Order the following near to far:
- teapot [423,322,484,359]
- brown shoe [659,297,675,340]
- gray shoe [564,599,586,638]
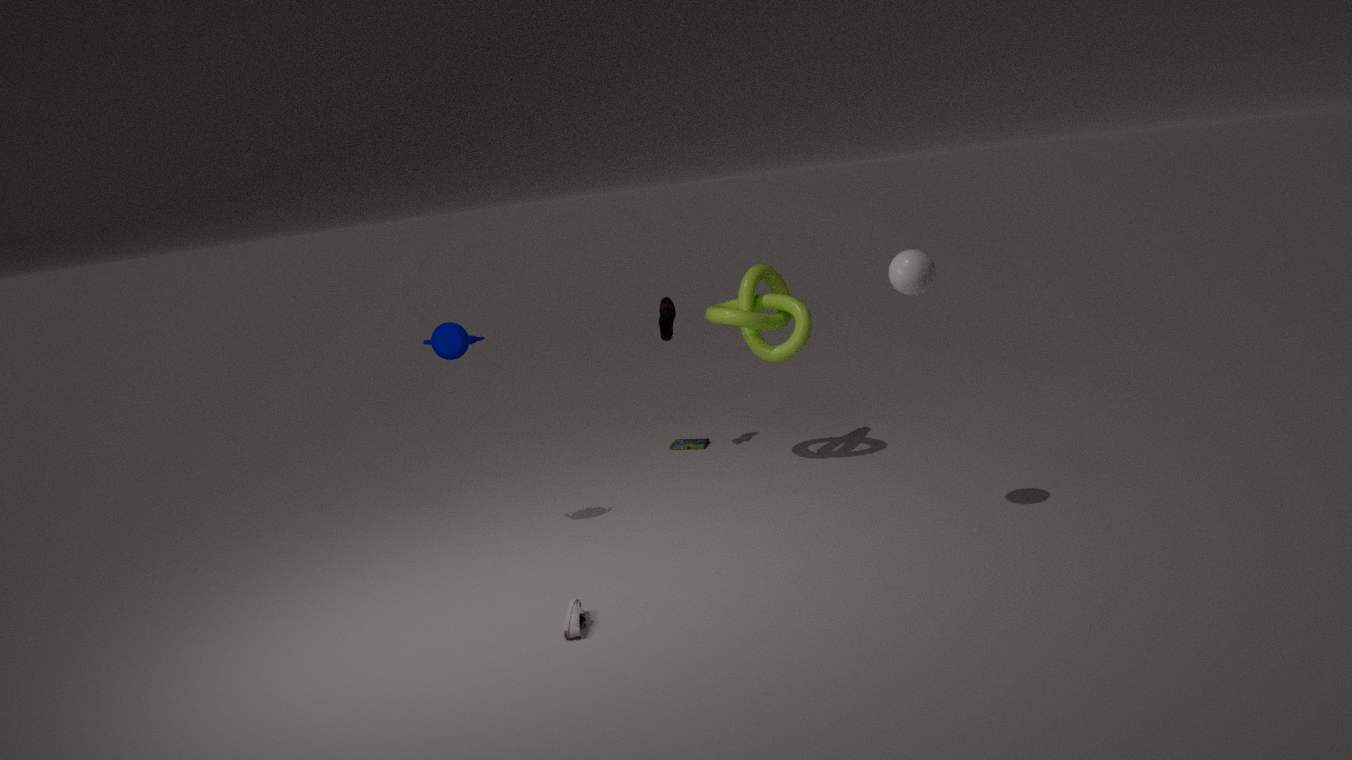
gray shoe [564,599,586,638] < teapot [423,322,484,359] < brown shoe [659,297,675,340]
